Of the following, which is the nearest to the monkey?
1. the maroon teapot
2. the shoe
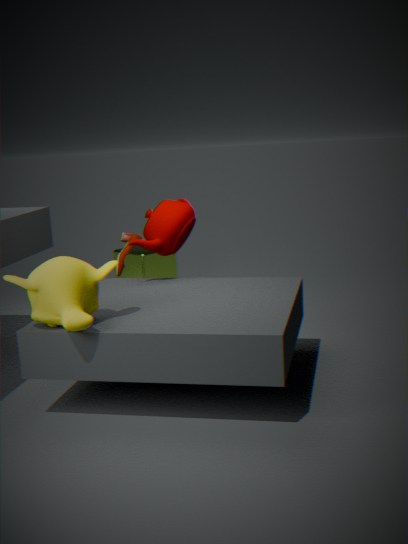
the maroon teapot
